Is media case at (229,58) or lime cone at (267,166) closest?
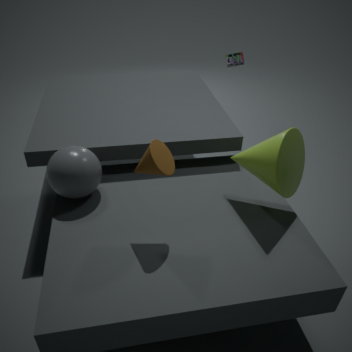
lime cone at (267,166)
